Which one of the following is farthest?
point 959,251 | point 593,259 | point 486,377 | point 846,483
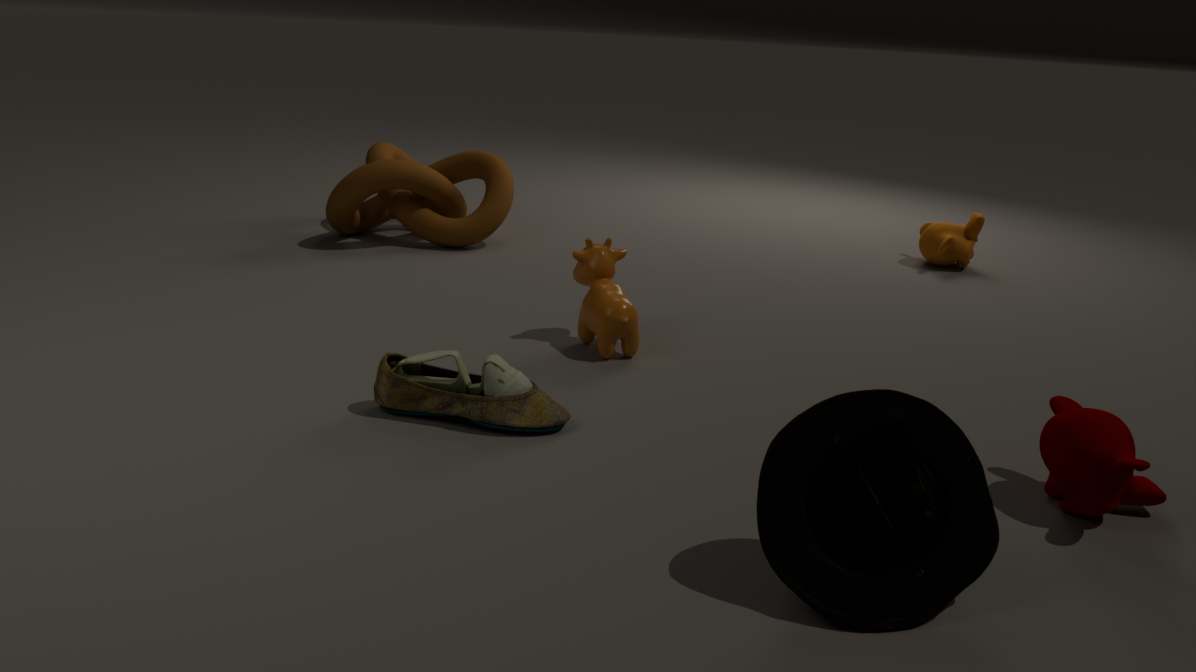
point 959,251
